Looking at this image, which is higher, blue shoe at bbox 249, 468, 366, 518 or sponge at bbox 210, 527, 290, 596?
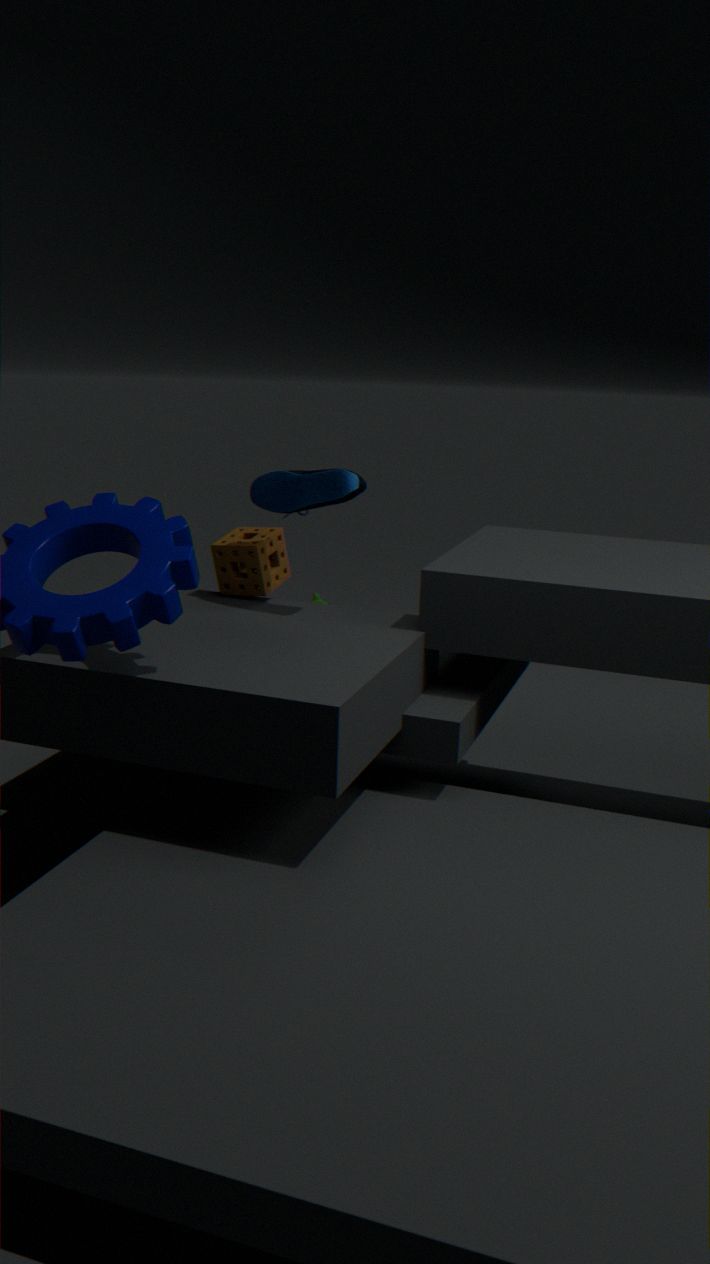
blue shoe at bbox 249, 468, 366, 518
